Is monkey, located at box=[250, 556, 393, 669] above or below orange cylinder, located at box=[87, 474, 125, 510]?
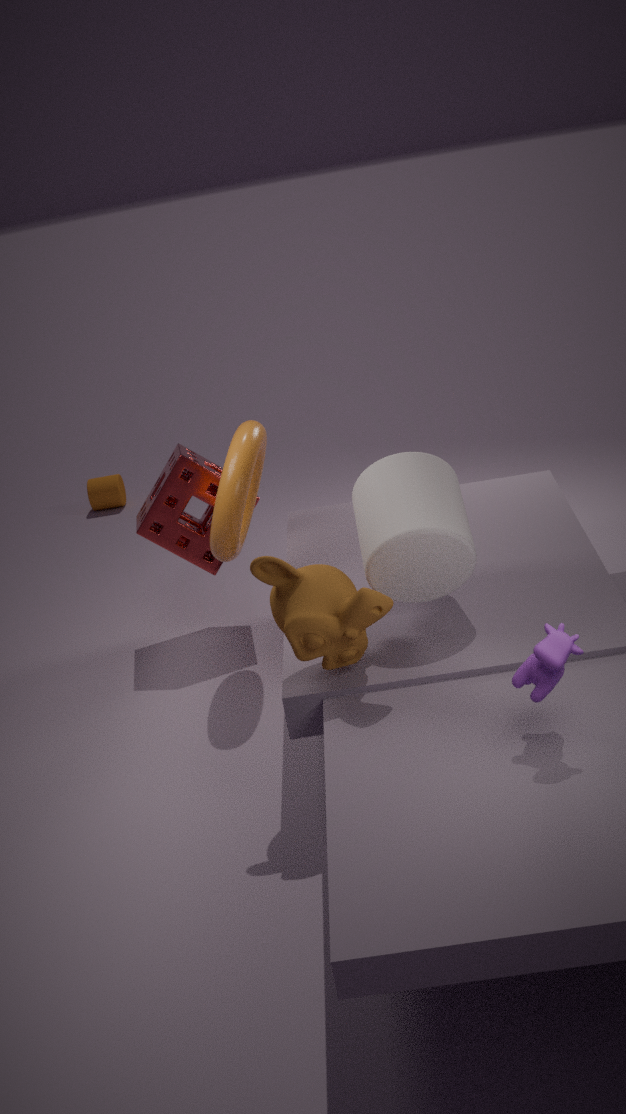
above
